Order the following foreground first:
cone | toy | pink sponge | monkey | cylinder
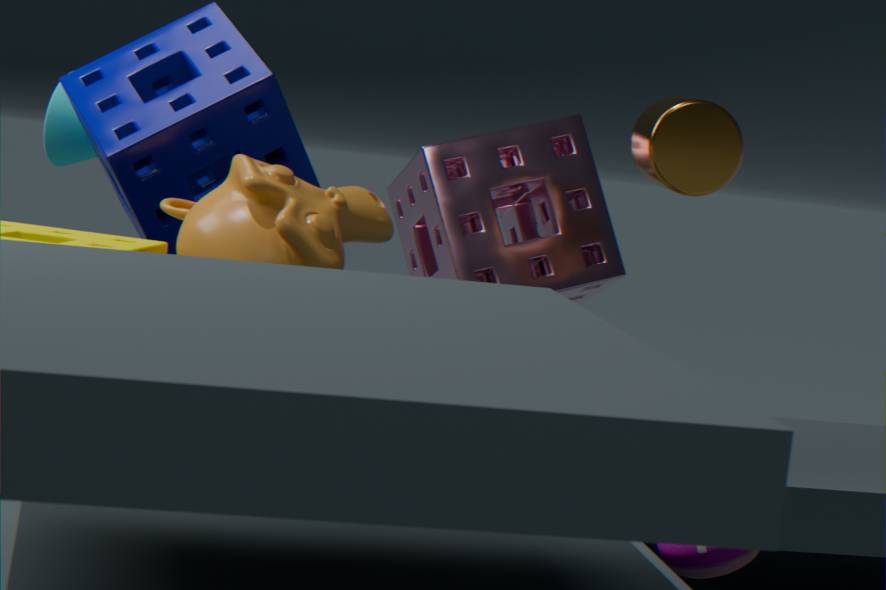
1. toy
2. monkey
3. cylinder
4. pink sponge
5. cone
